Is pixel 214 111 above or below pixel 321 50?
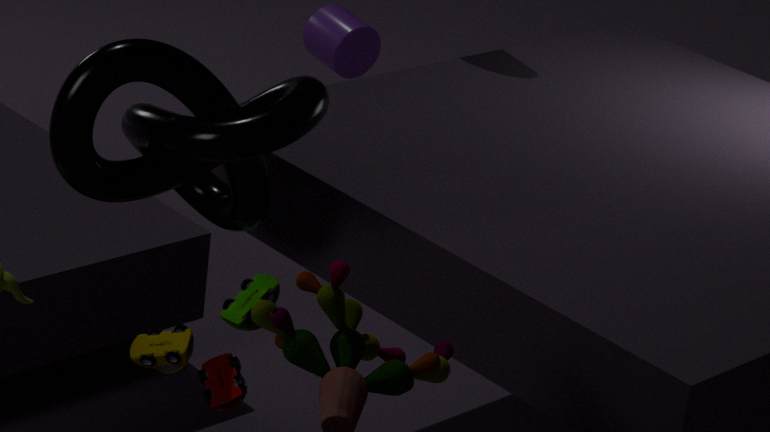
above
